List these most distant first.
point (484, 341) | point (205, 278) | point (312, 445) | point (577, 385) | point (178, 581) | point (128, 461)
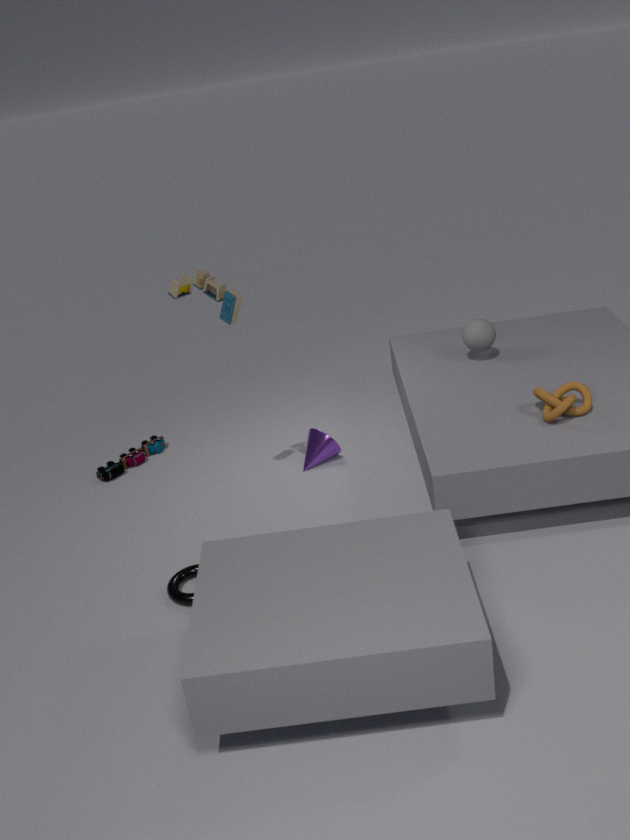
point (128, 461), point (312, 445), point (484, 341), point (577, 385), point (205, 278), point (178, 581)
